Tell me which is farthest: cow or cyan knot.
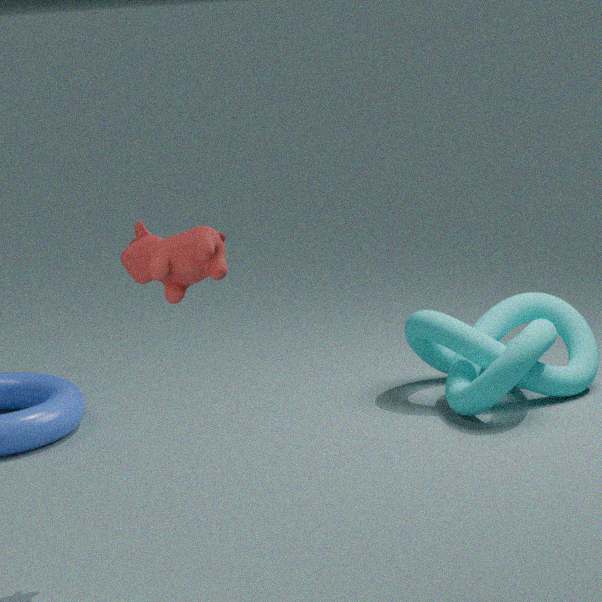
cyan knot
